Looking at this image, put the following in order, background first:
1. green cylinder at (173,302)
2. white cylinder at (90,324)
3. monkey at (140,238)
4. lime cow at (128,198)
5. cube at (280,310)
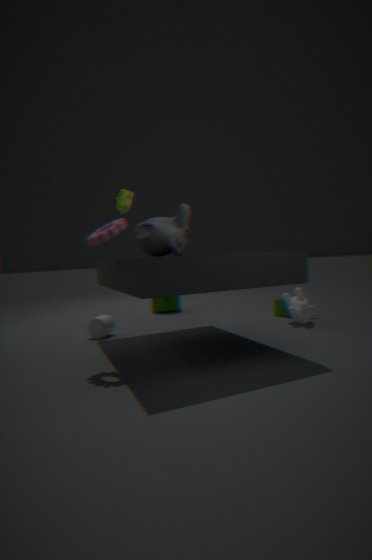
green cylinder at (173,302) < cube at (280,310) < white cylinder at (90,324) < lime cow at (128,198) < monkey at (140,238)
